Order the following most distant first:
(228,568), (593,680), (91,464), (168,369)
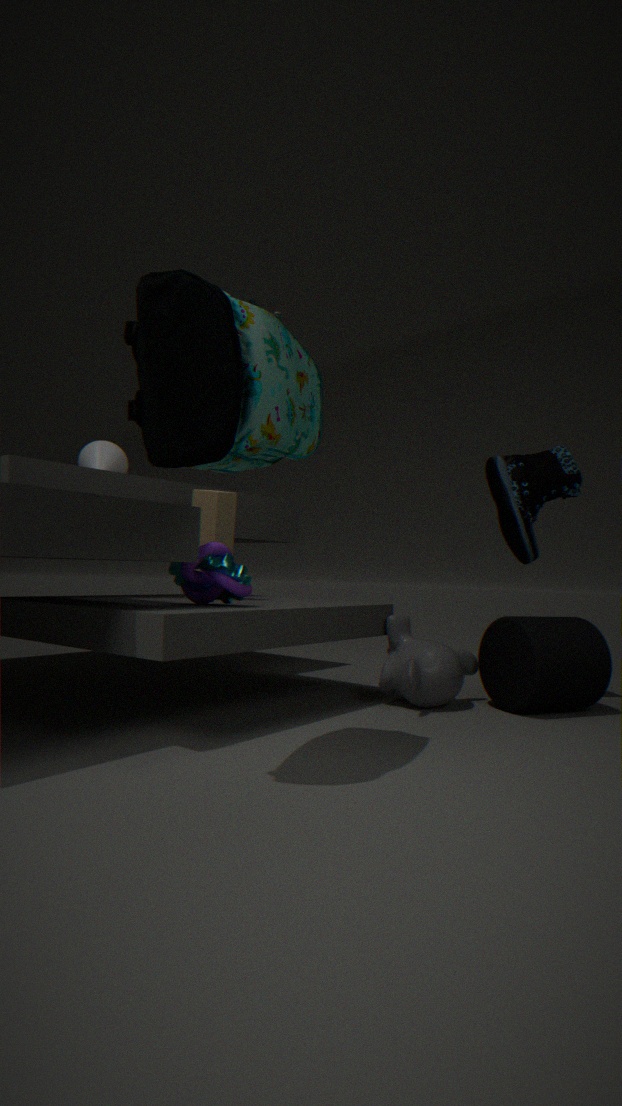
(91,464), (593,680), (228,568), (168,369)
